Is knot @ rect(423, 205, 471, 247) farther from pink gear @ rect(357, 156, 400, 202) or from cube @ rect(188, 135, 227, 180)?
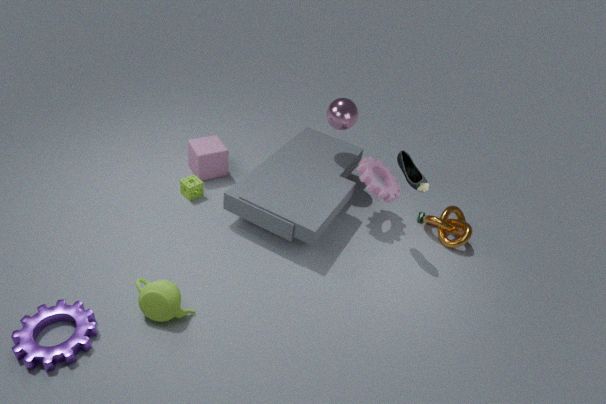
cube @ rect(188, 135, 227, 180)
